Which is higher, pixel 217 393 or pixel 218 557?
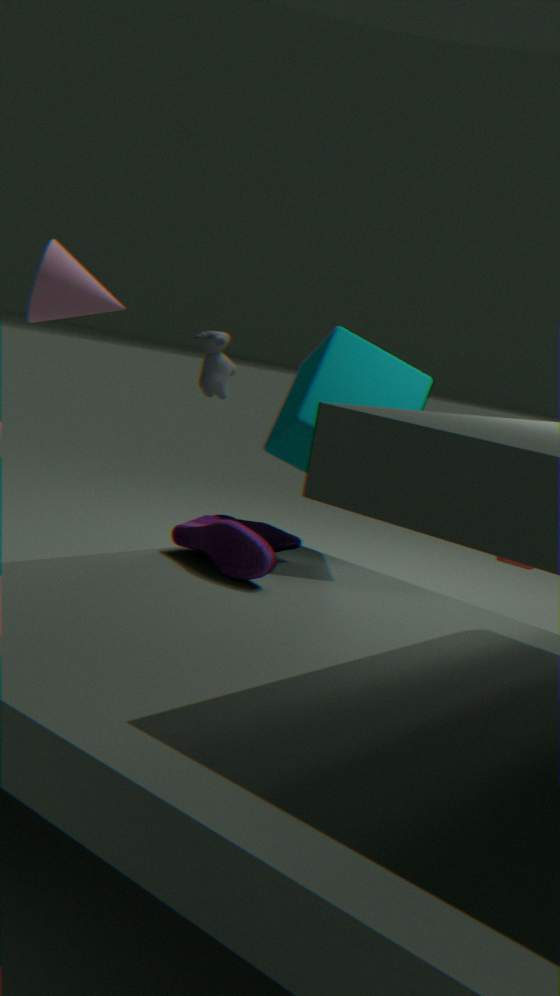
pixel 217 393
